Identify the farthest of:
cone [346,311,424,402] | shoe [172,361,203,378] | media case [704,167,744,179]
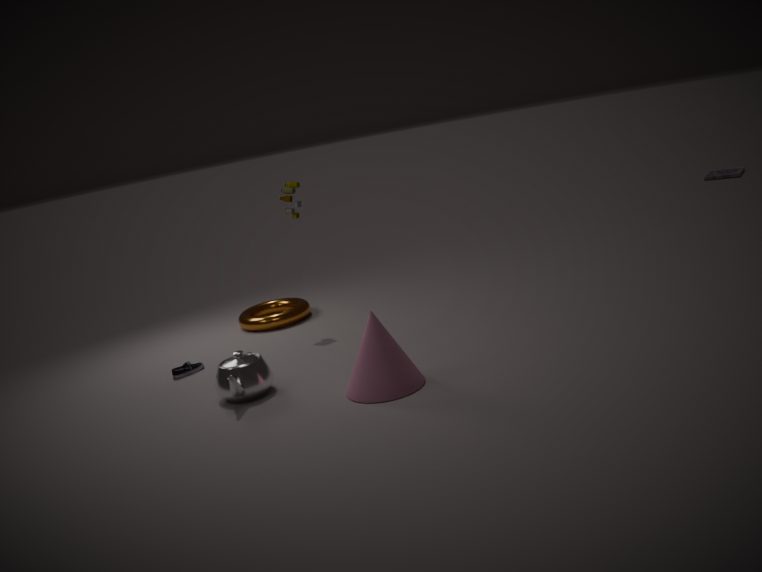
media case [704,167,744,179]
